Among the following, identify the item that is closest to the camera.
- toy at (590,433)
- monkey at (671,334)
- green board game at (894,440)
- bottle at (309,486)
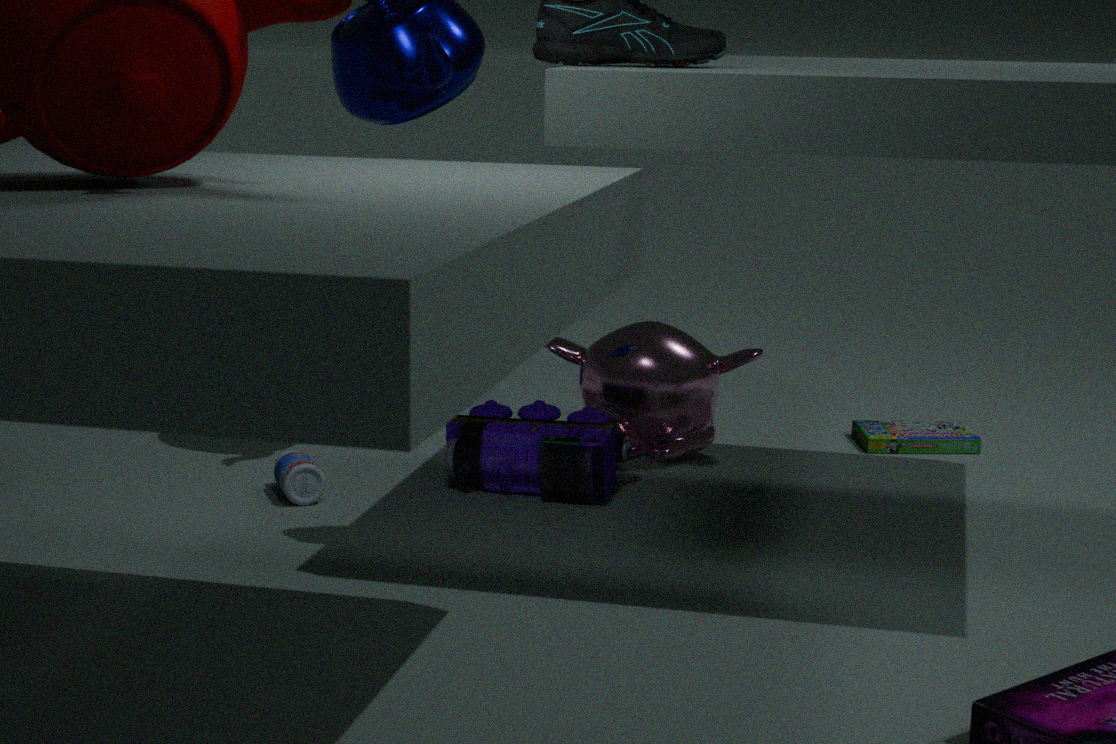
bottle at (309,486)
